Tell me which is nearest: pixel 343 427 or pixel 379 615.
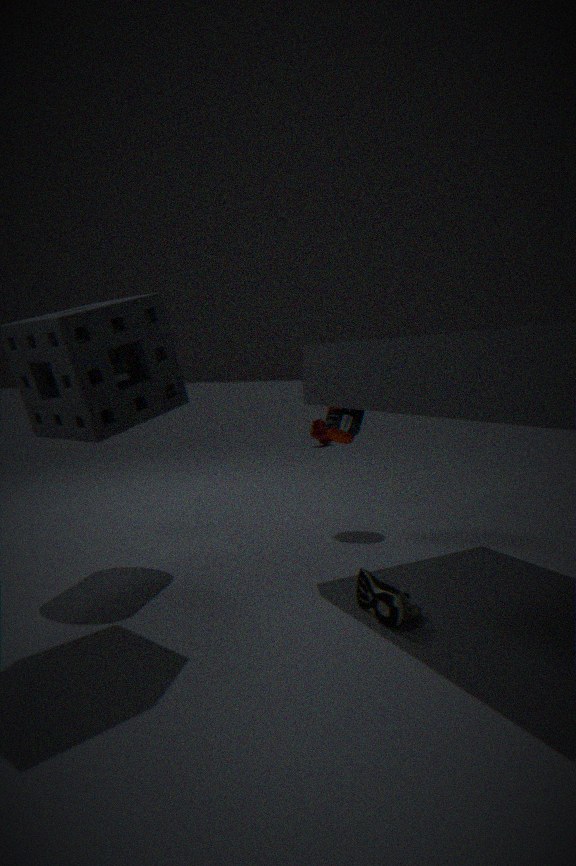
pixel 379 615
